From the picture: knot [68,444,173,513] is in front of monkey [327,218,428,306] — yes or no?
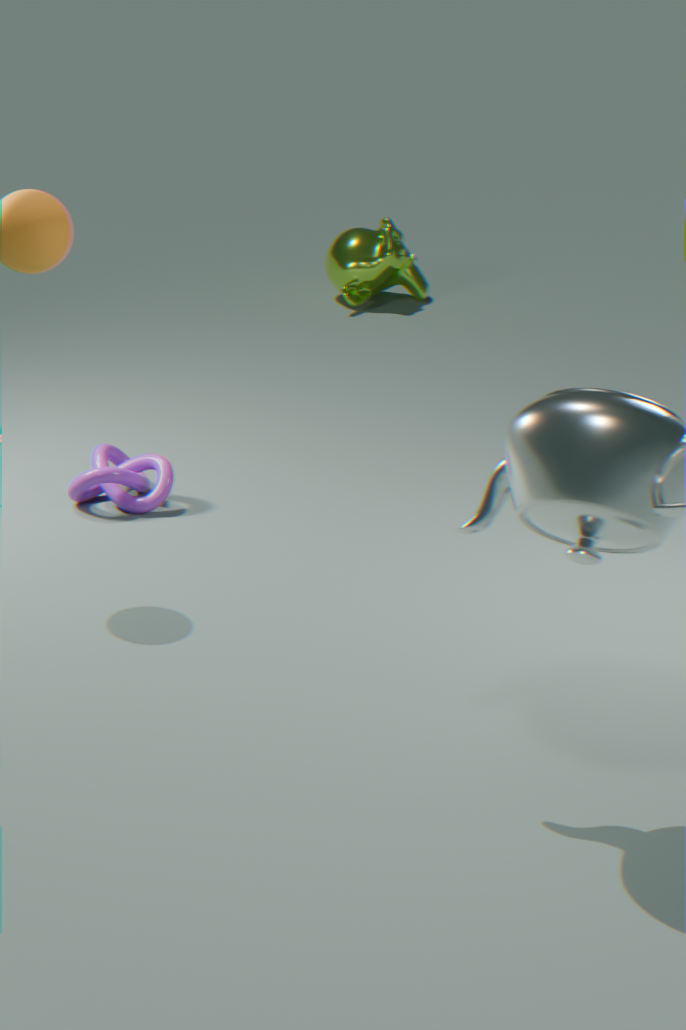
Yes
